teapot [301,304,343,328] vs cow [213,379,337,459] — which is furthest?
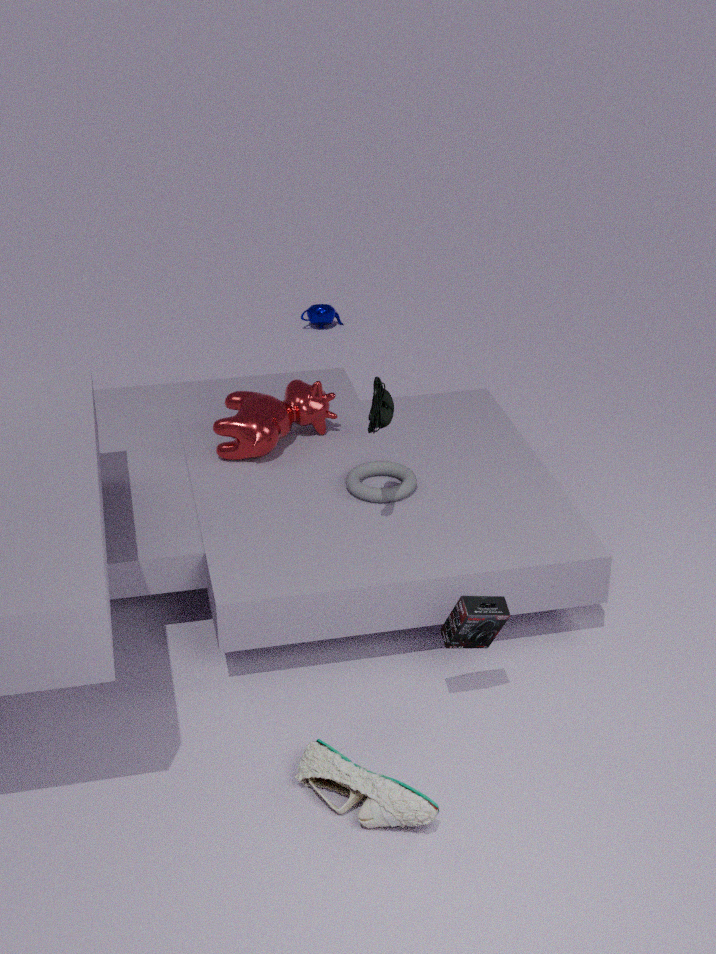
teapot [301,304,343,328]
